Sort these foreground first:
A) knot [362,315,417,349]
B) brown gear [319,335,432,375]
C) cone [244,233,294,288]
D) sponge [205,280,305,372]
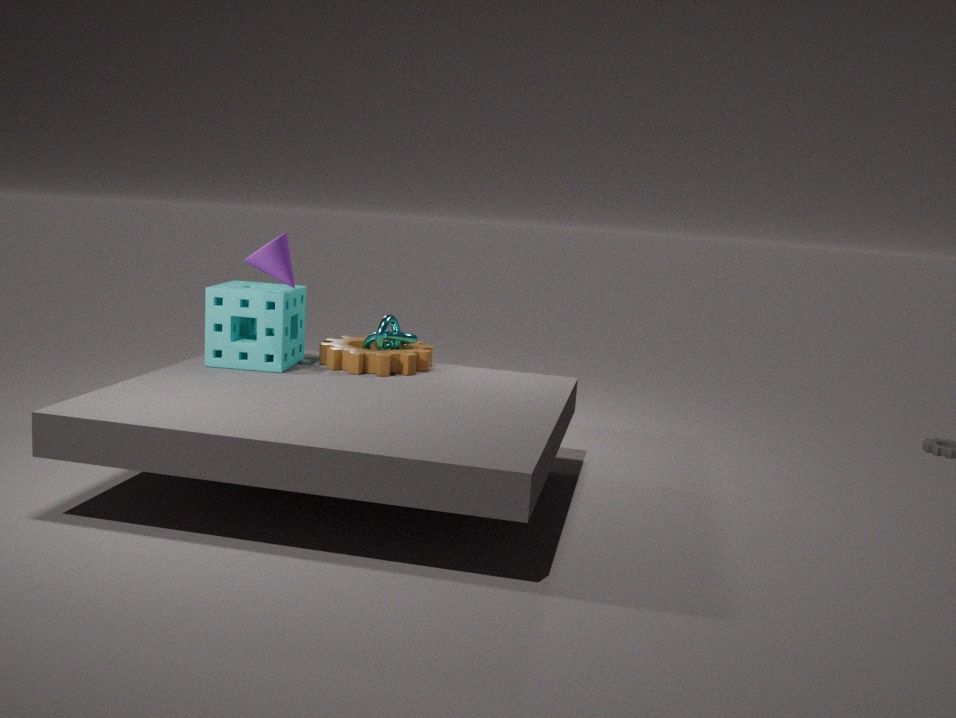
cone [244,233,294,288] < sponge [205,280,305,372] < brown gear [319,335,432,375] < knot [362,315,417,349]
